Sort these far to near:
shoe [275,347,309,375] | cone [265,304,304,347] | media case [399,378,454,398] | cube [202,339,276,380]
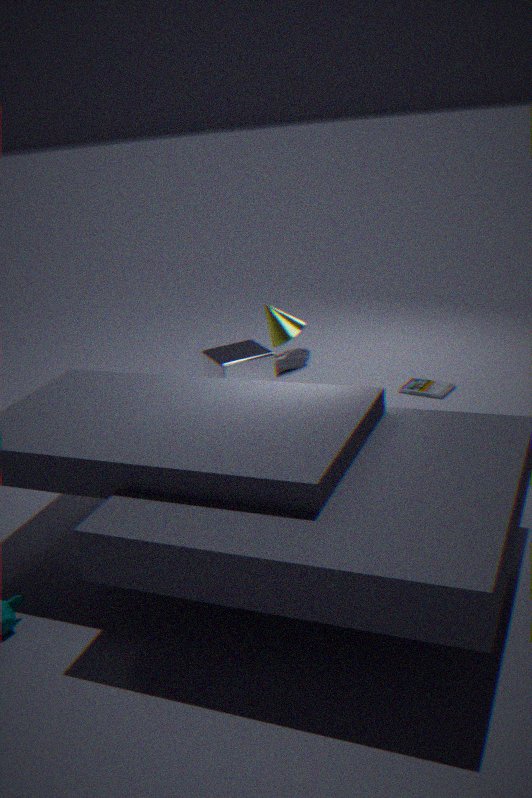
1. shoe [275,347,309,375]
2. media case [399,378,454,398]
3. cube [202,339,276,380]
4. cone [265,304,304,347]
